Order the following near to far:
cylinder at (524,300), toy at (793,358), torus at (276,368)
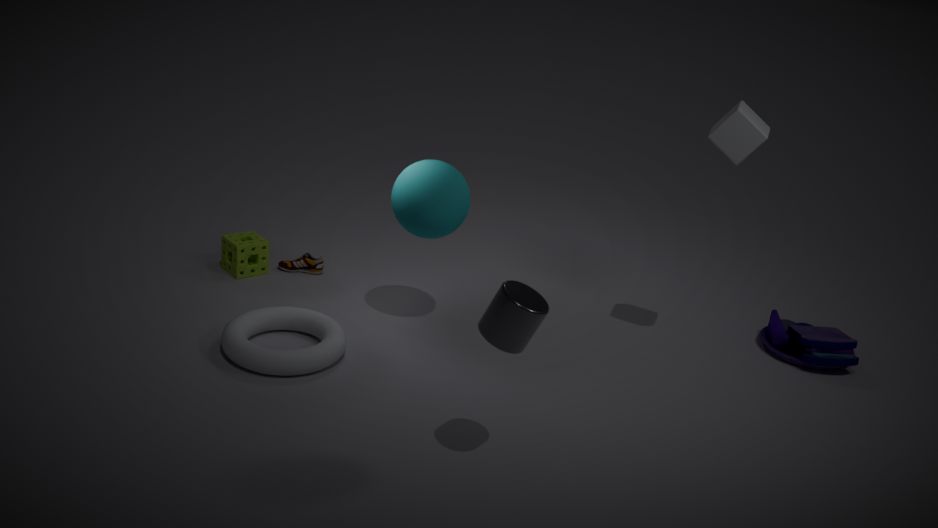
cylinder at (524,300)
torus at (276,368)
toy at (793,358)
